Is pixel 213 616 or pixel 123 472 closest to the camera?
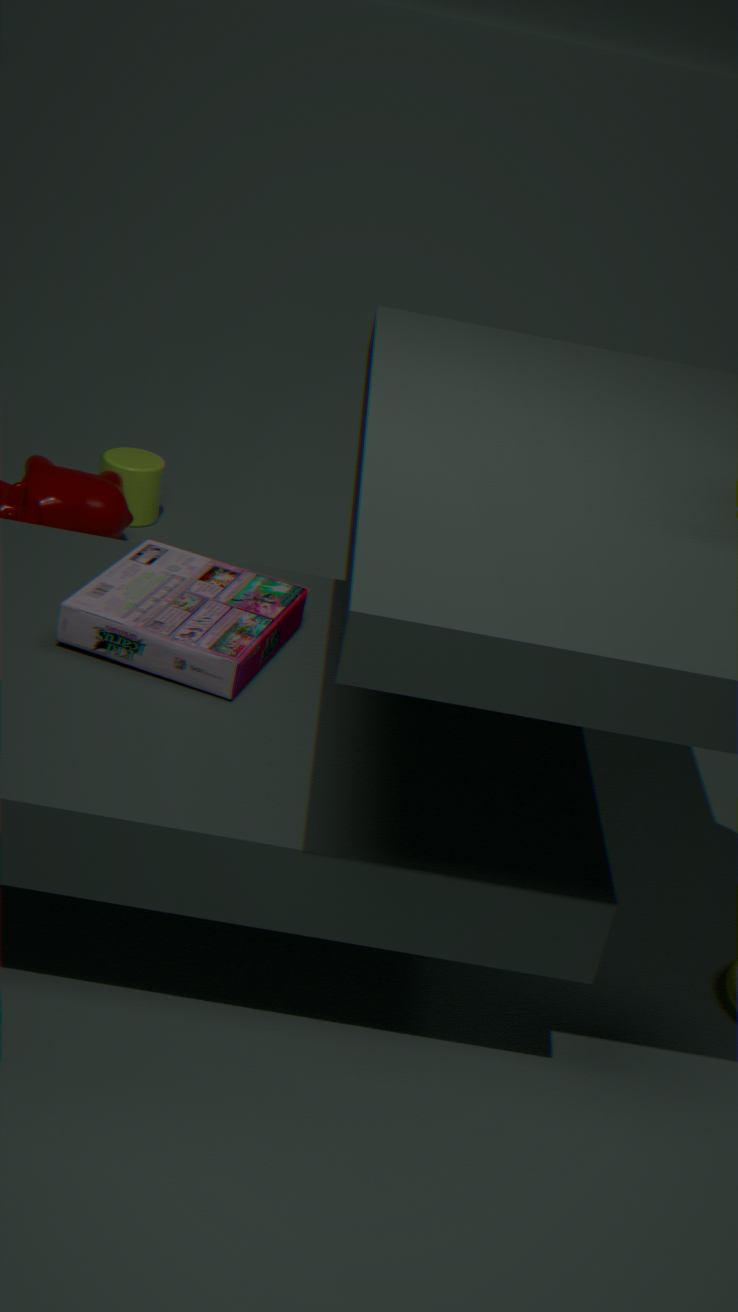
pixel 213 616
